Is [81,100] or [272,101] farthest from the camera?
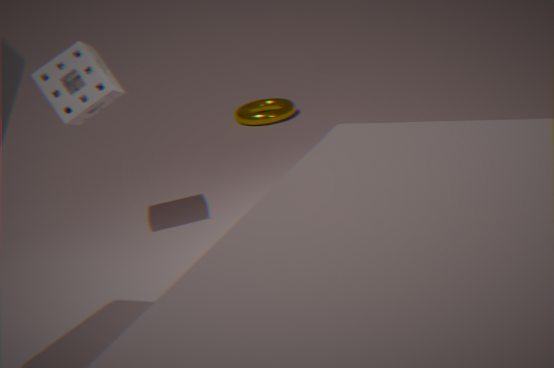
[272,101]
